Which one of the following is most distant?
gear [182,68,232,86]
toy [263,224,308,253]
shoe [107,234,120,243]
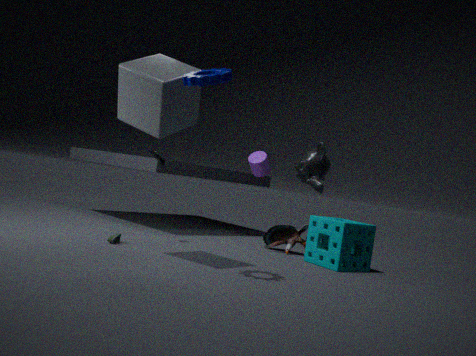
toy [263,224,308,253]
